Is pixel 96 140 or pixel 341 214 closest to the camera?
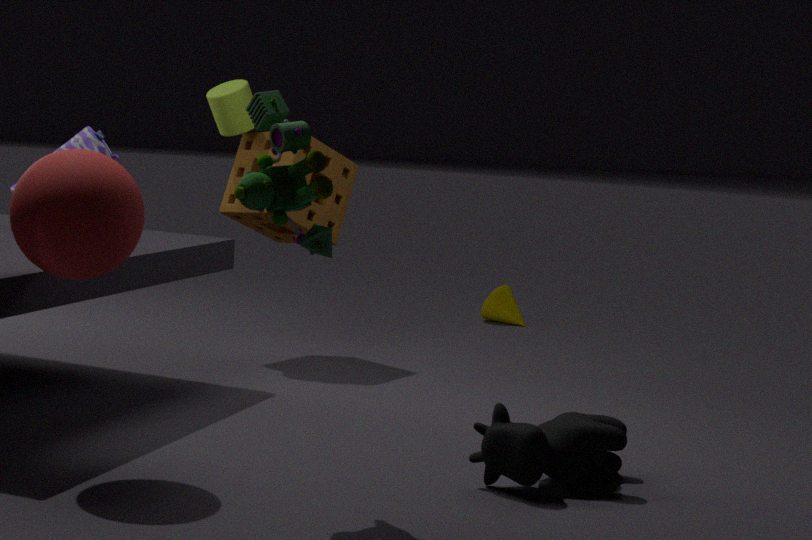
pixel 96 140
